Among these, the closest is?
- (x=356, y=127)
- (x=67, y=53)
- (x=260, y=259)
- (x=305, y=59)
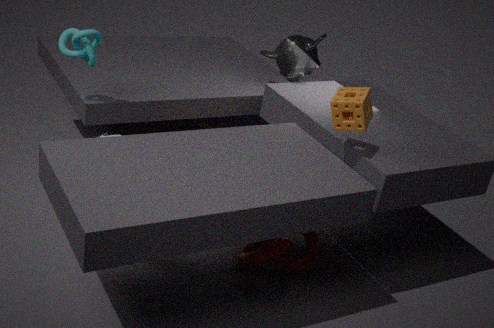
(x=356, y=127)
